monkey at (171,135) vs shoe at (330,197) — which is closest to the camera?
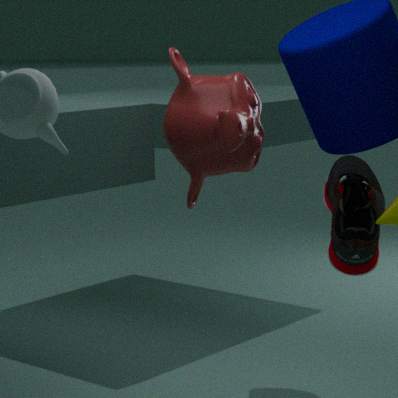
monkey at (171,135)
